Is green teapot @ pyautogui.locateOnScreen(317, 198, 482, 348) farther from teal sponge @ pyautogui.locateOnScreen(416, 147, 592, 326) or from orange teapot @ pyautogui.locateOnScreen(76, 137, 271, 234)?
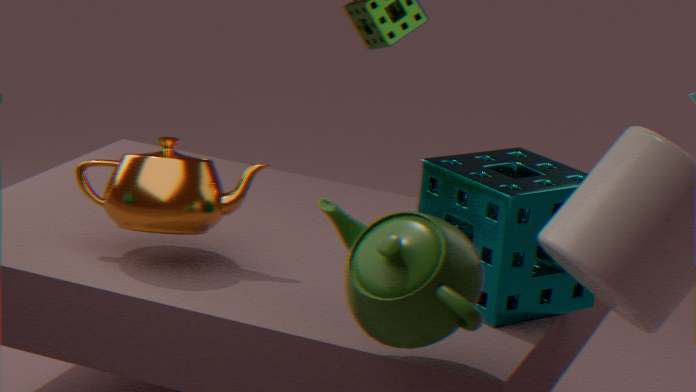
orange teapot @ pyautogui.locateOnScreen(76, 137, 271, 234)
